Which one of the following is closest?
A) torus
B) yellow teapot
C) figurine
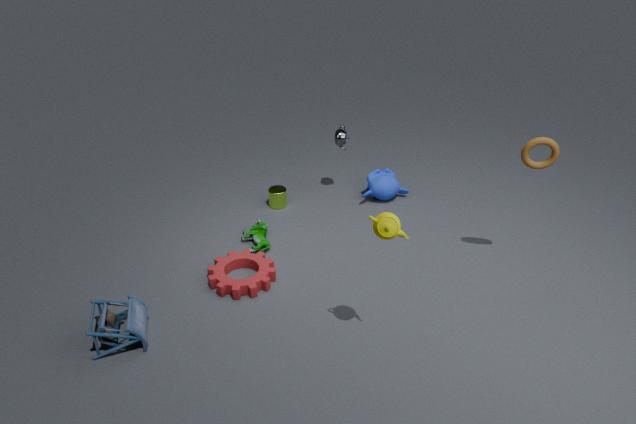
B. yellow teapot
